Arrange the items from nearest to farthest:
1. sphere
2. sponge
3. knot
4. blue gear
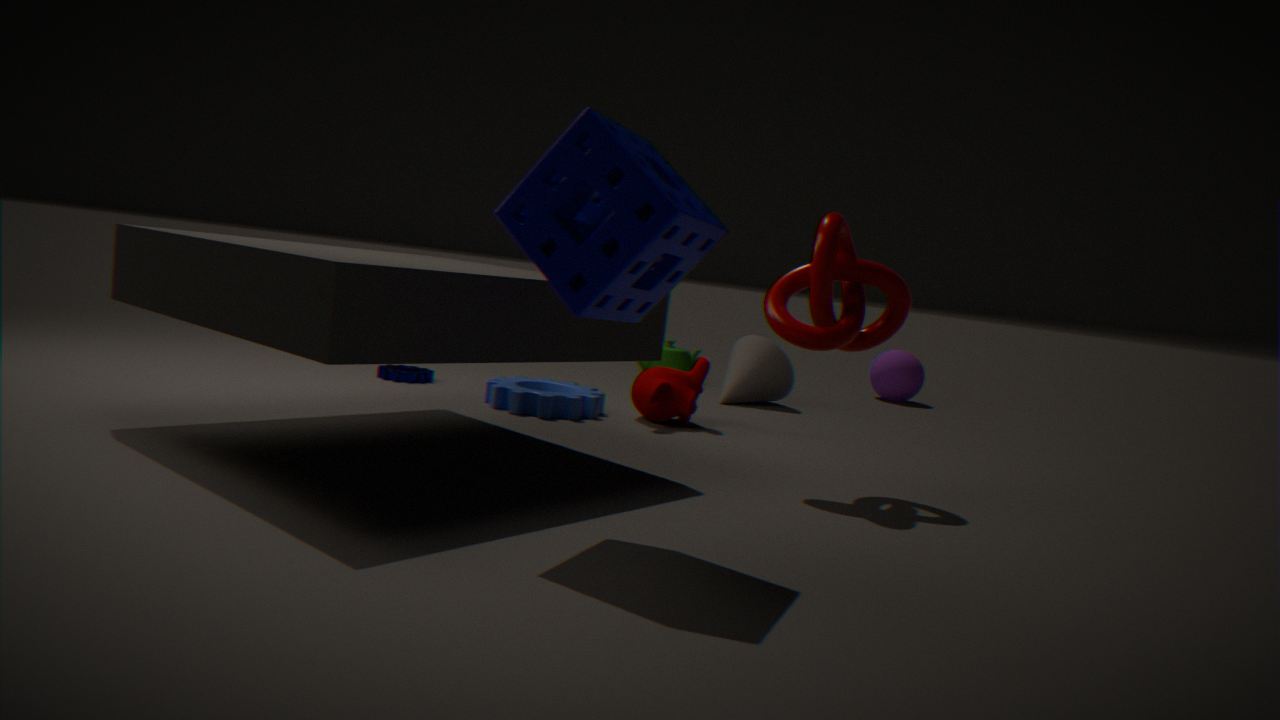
sponge → knot → blue gear → sphere
